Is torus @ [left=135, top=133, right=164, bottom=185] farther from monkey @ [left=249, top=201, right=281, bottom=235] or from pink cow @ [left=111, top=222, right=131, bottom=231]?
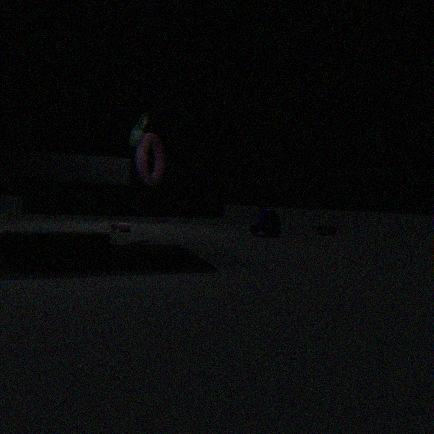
monkey @ [left=249, top=201, right=281, bottom=235]
